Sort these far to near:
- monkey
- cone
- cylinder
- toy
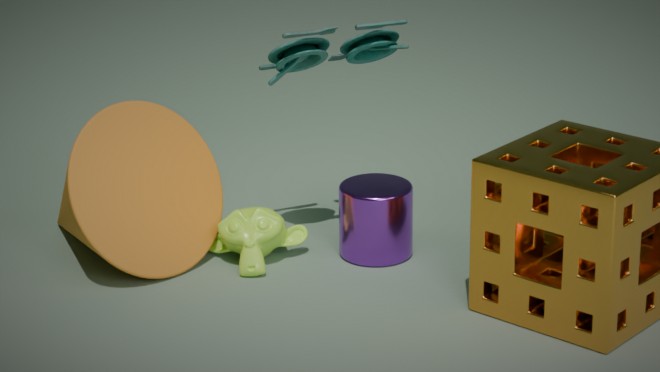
cylinder
monkey
toy
cone
